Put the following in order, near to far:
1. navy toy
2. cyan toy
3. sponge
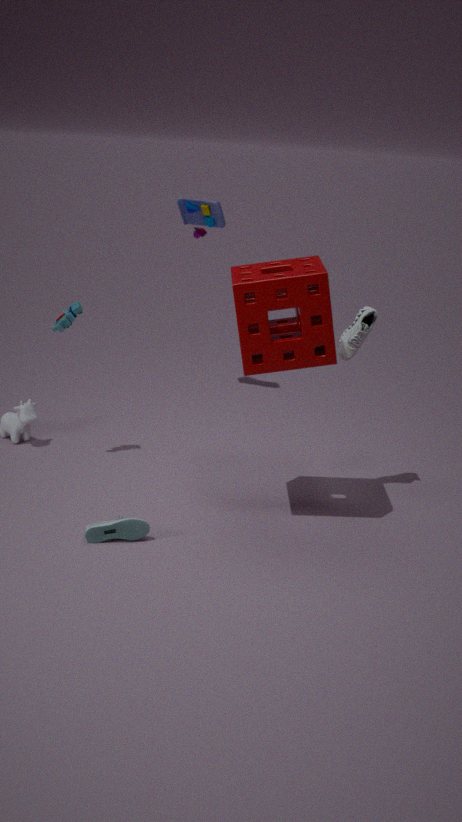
sponge < cyan toy < navy toy
